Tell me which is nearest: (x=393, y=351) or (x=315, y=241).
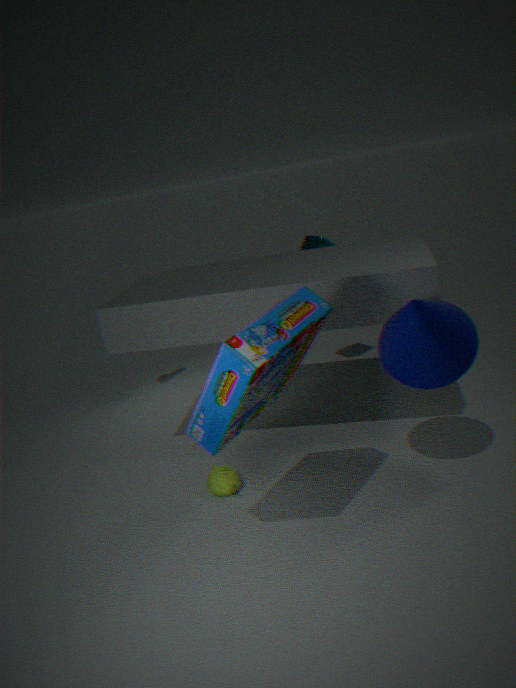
(x=393, y=351)
